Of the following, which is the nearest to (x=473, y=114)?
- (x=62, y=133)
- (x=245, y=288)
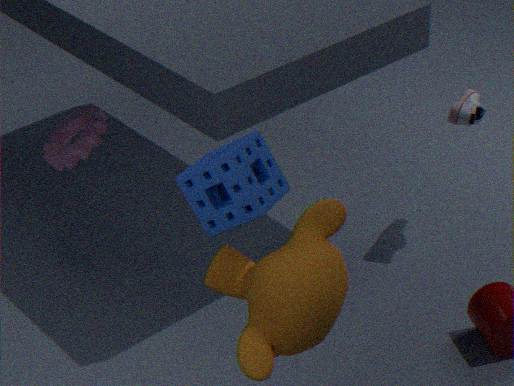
(x=245, y=288)
